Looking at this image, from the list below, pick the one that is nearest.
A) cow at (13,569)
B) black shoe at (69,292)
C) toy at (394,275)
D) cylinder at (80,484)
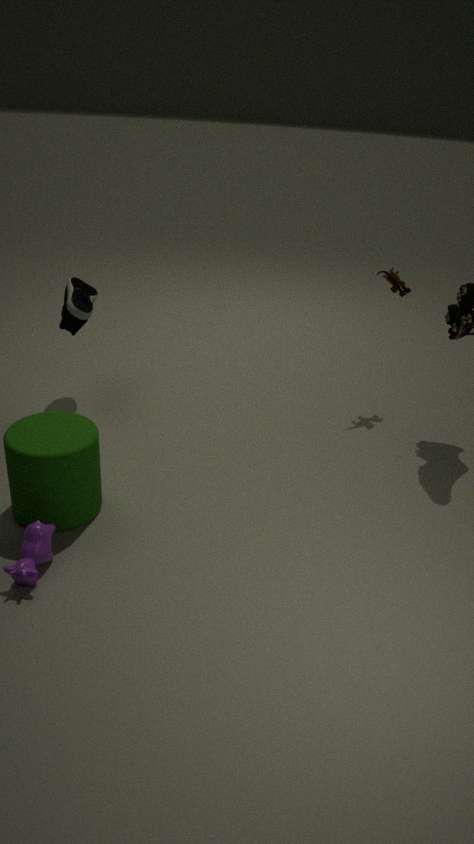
cow at (13,569)
